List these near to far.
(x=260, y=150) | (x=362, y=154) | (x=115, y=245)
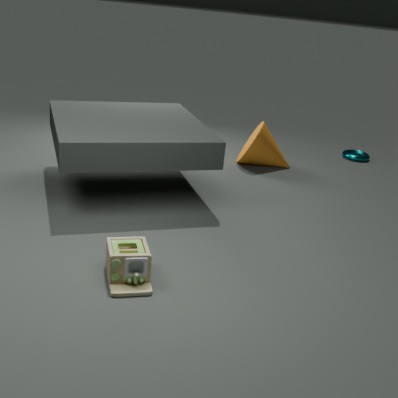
(x=115, y=245) → (x=260, y=150) → (x=362, y=154)
